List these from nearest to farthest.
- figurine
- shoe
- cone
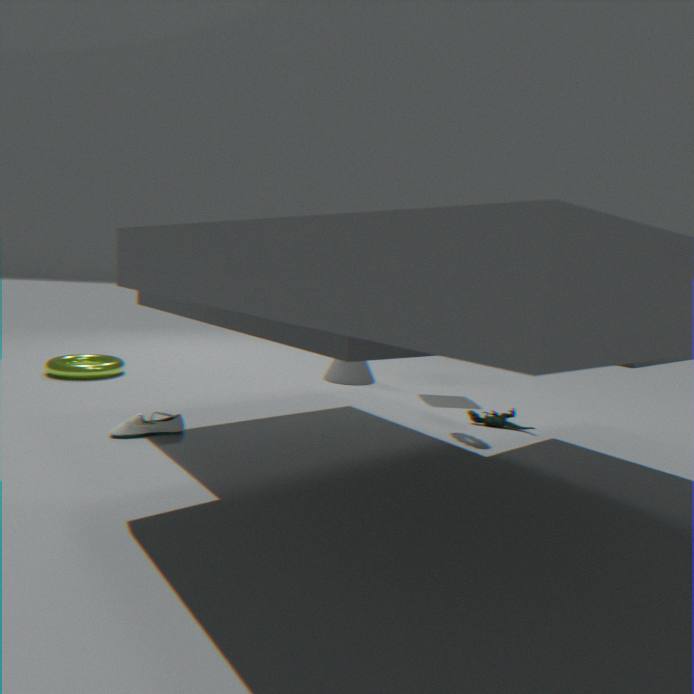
shoe → figurine → cone
